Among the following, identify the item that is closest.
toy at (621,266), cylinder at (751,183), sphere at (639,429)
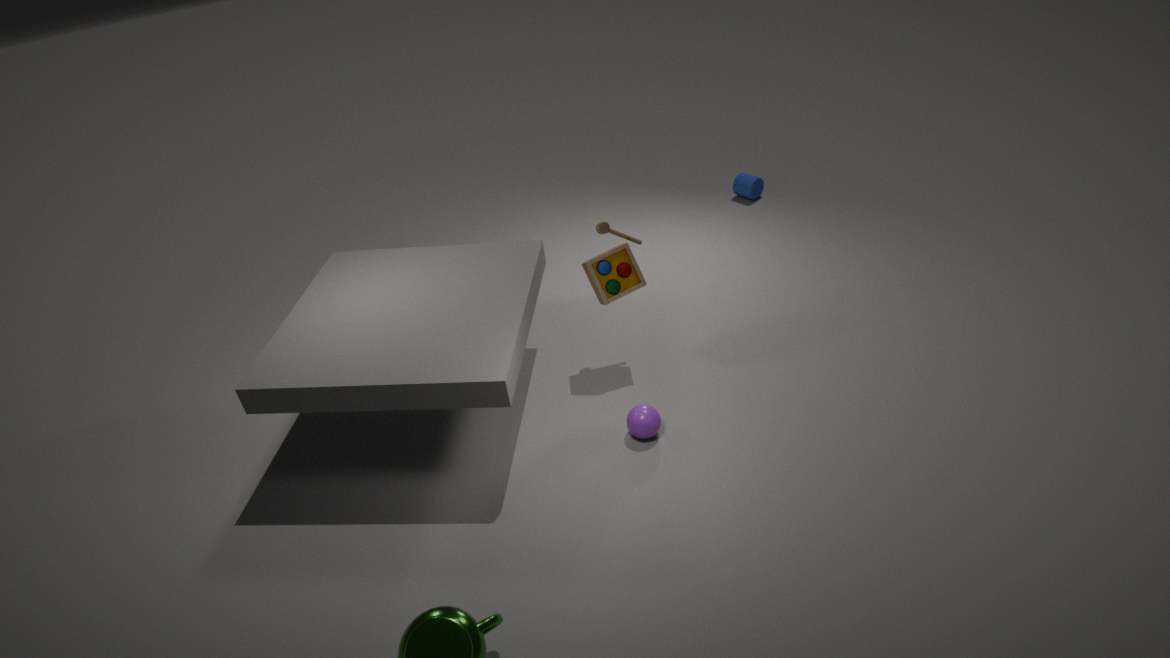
sphere at (639,429)
